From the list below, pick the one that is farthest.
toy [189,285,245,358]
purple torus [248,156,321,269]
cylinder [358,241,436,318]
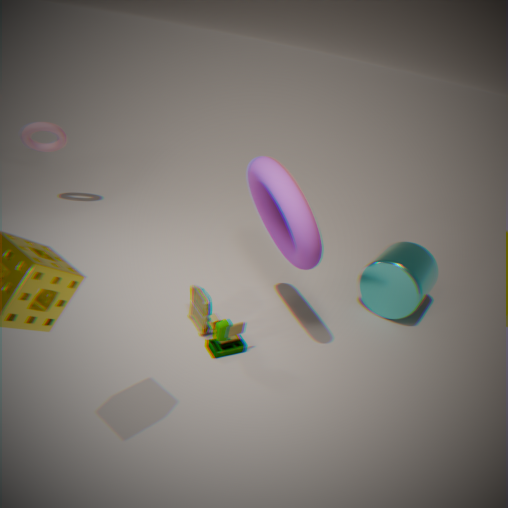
cylinder [358,241,436,318]
